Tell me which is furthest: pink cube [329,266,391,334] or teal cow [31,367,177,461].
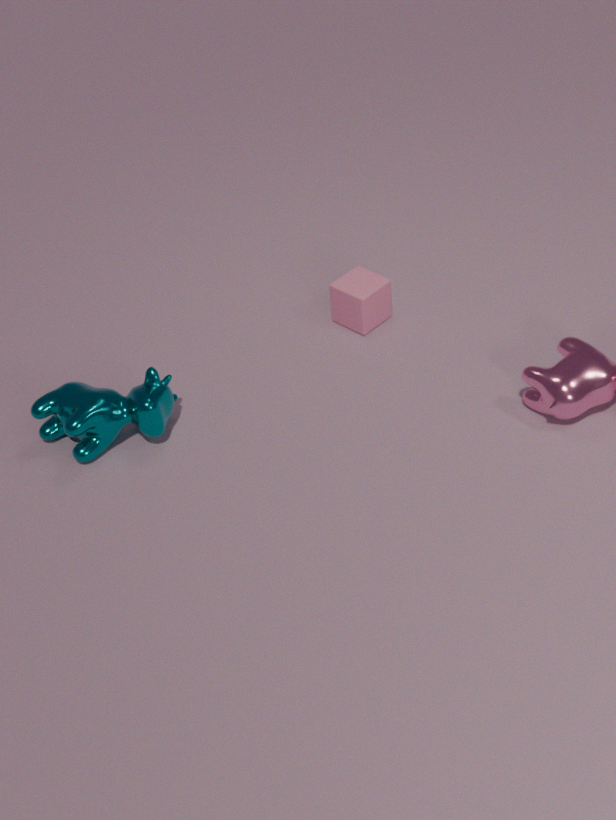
pink cube [329,266,391,334]
